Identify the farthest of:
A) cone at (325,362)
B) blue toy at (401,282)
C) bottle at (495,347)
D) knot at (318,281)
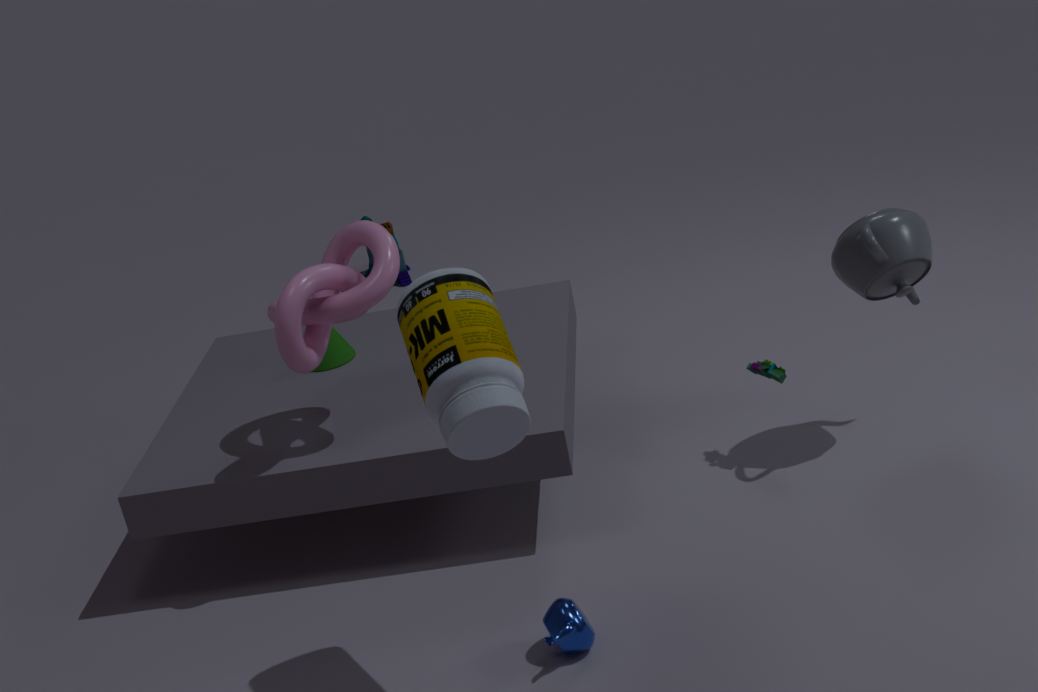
blue toy at (401,282)
